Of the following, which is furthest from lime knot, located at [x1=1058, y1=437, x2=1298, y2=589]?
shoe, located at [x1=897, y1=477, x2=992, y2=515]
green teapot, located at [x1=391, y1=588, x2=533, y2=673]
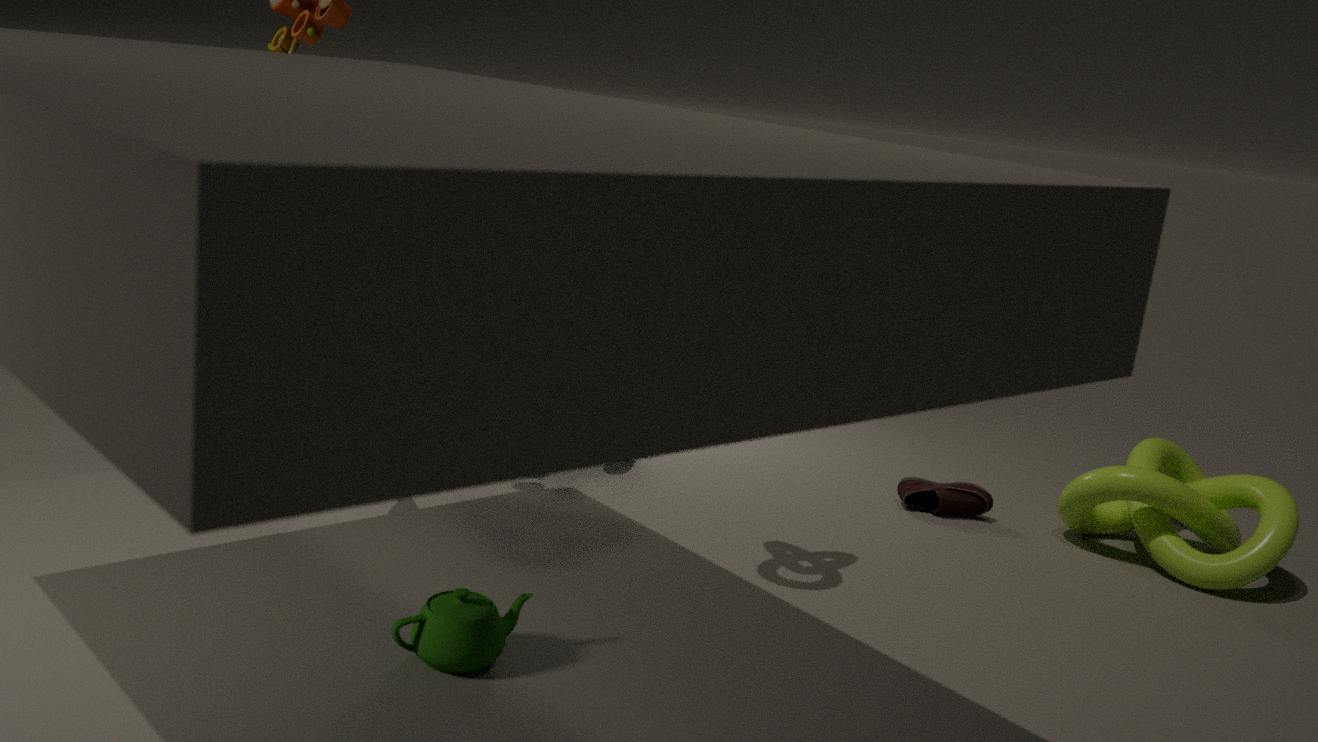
green teapot, located at [x1=391, y1=588, x2=533, y2=673]
